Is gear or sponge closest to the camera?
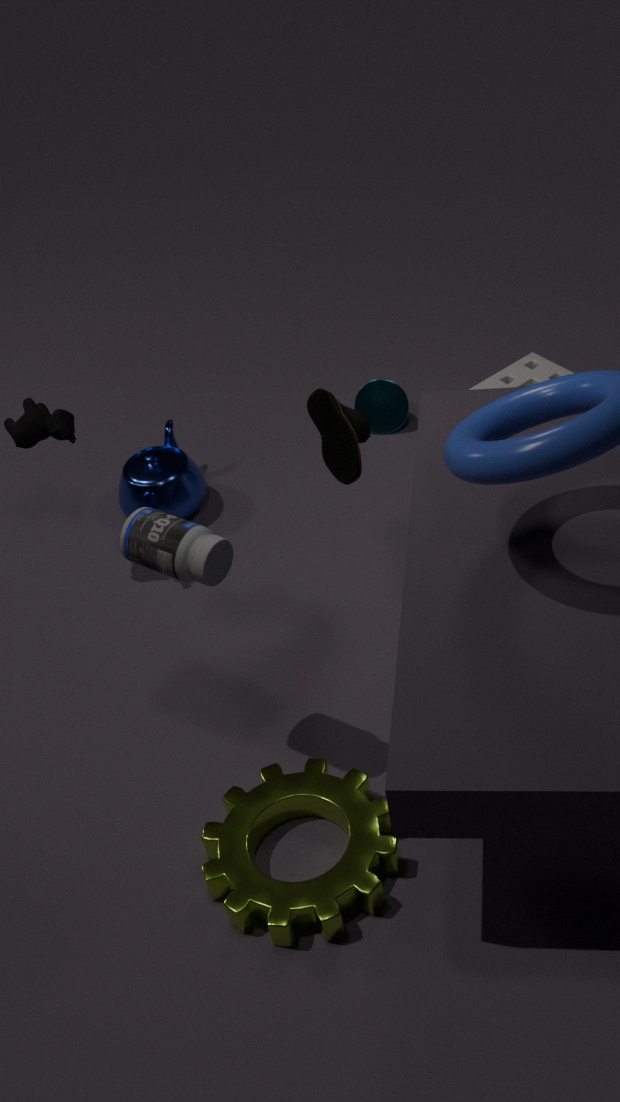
gear
